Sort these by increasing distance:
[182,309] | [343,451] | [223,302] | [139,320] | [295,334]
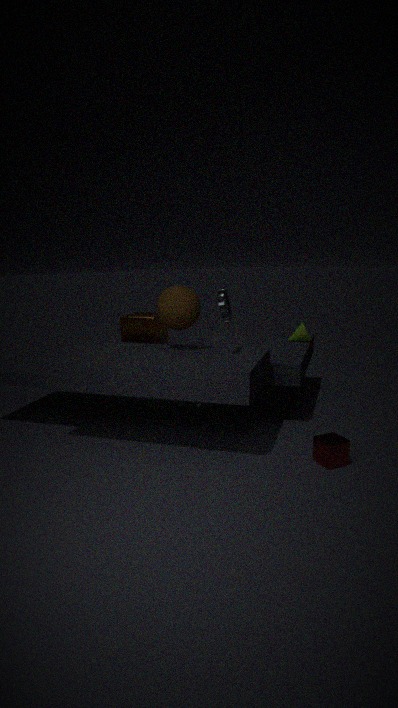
[343,451]
[223,302]
[182,309]
[139,320]
[295,334]
